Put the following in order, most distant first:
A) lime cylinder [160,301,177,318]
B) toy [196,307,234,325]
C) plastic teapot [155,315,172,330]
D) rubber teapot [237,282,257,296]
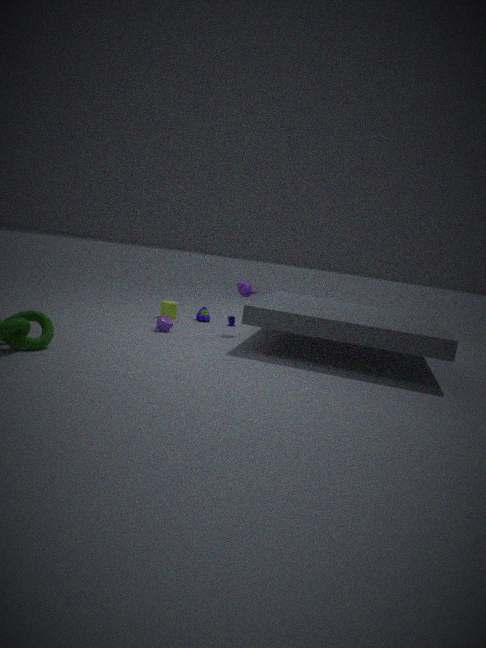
1. toy [196,307,234,325]
2. lime cylinder [160,301,177,318]
3. rubber teapot [237,282,257,296]
4. plastic teapot [155,315,172,330]
